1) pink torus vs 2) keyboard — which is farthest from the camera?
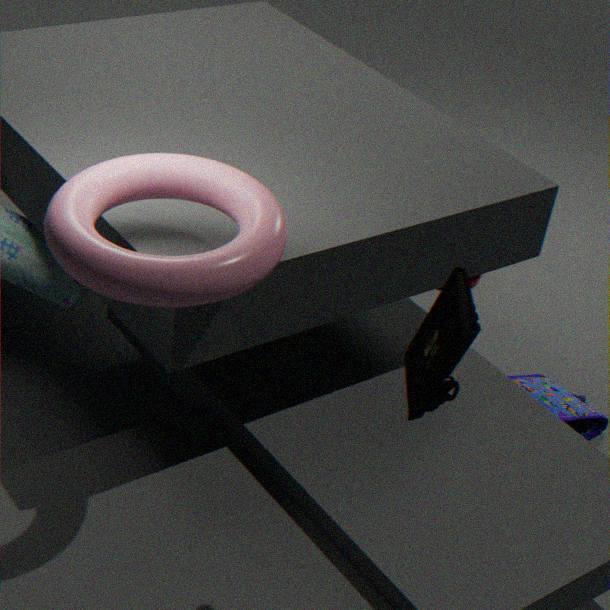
1. pink torus
